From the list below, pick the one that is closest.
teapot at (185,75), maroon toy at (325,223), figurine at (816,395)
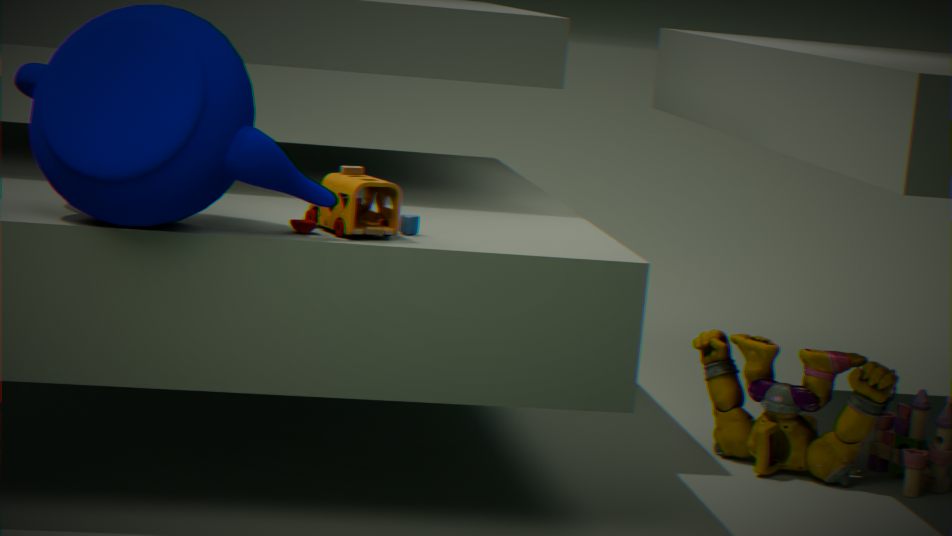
teapot at (185,75)
